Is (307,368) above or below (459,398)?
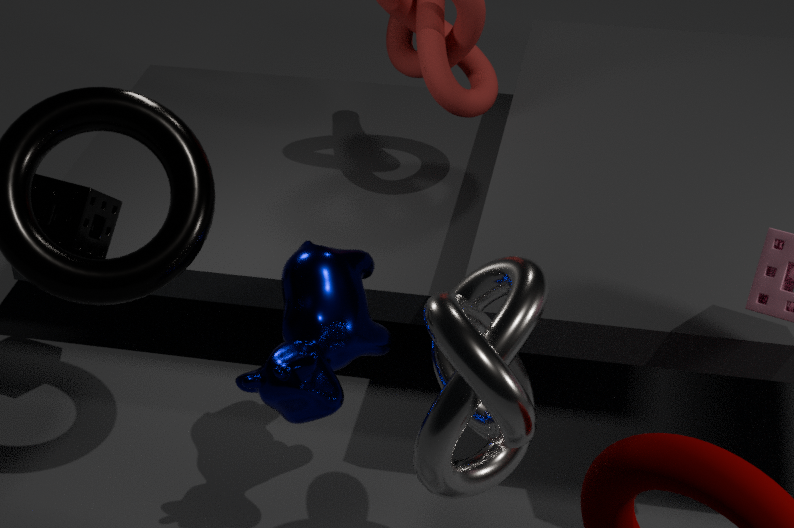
below
